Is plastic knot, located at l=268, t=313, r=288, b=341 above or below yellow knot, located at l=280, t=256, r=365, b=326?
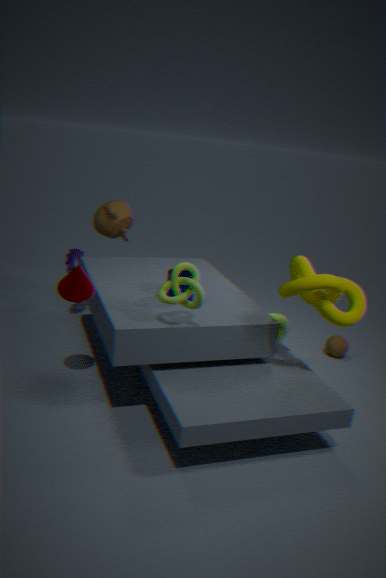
below
